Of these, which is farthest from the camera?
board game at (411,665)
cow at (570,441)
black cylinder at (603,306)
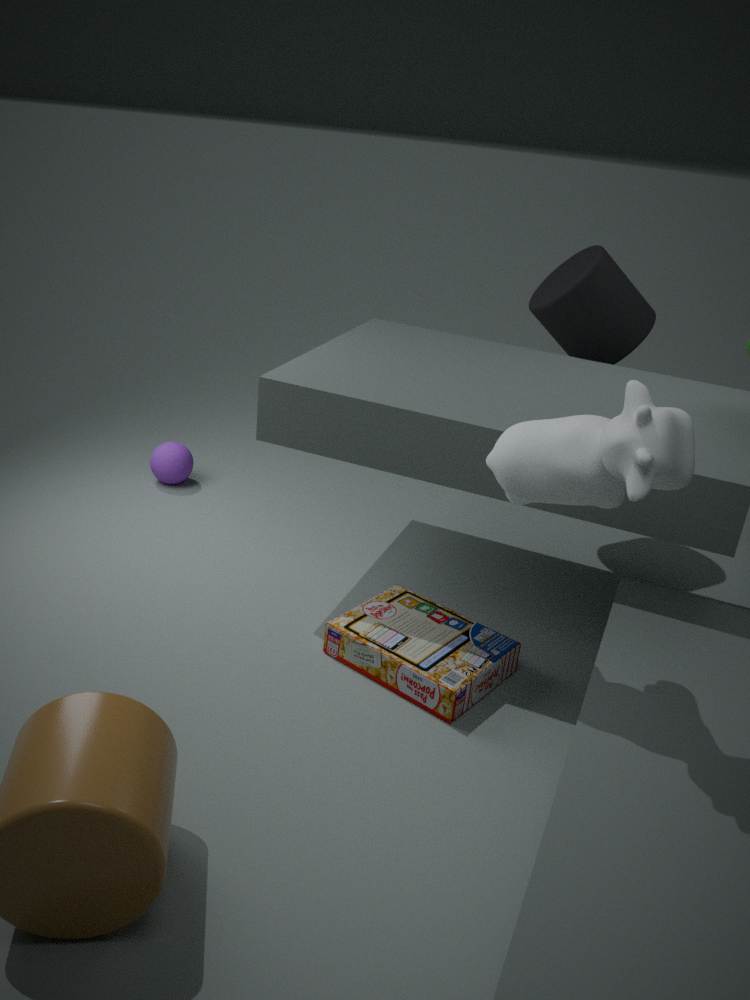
black cylinder at (603,306)
